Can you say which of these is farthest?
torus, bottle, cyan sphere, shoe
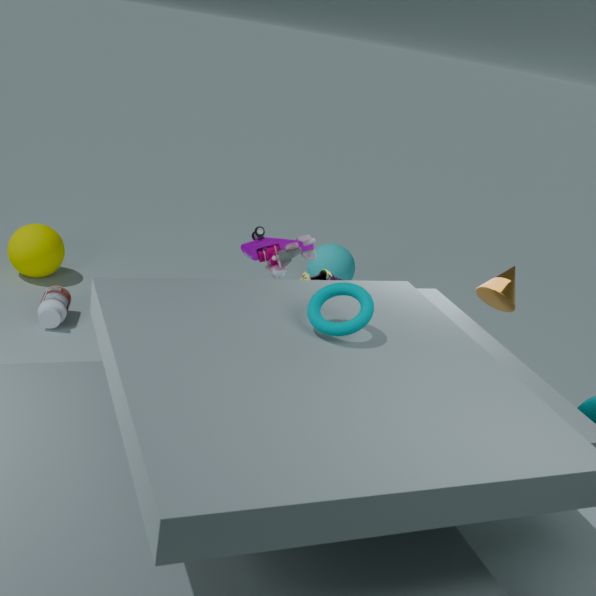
cyan sphere
